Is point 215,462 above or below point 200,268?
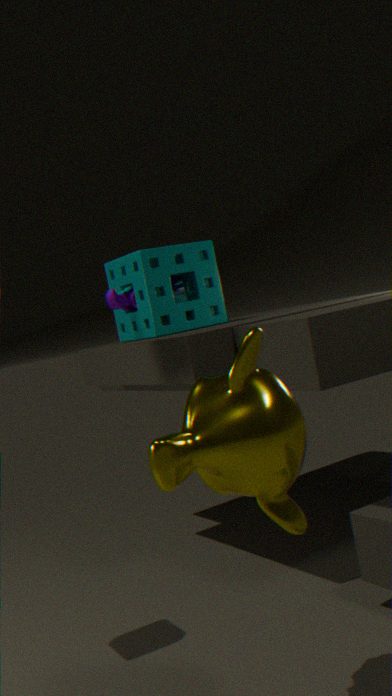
below
